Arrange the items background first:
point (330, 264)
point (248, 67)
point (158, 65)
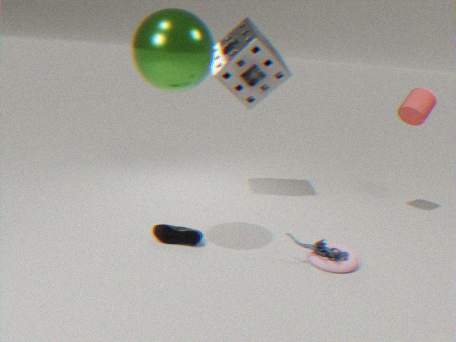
point (248, 67) → point (330, 264) → point (158, 65)
